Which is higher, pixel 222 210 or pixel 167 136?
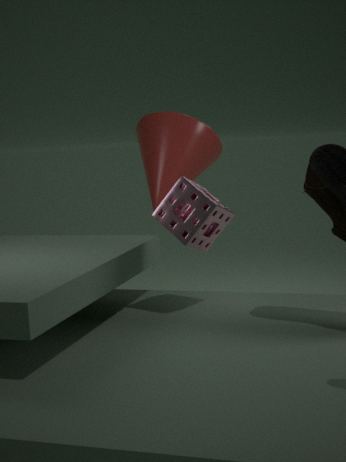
pixel 167 136
